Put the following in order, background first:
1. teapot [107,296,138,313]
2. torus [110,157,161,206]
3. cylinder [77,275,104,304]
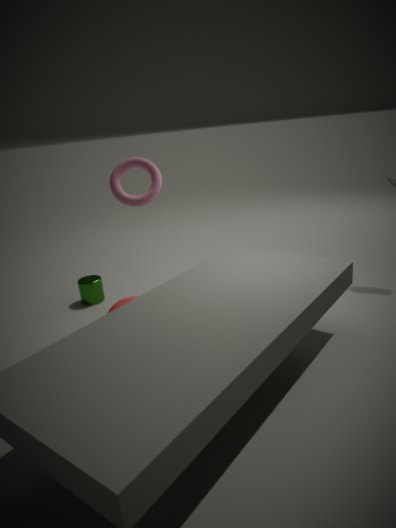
cylinder [77,275,104,304]
teapot [107,296,138,313]
torus [110,157,161,206]
